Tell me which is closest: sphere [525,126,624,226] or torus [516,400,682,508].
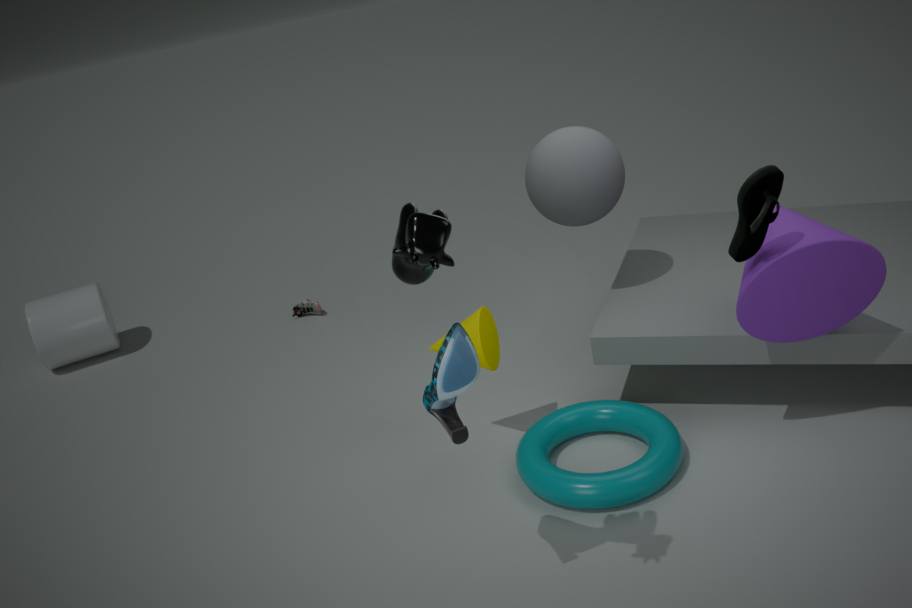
torus [516,400,682,508]
